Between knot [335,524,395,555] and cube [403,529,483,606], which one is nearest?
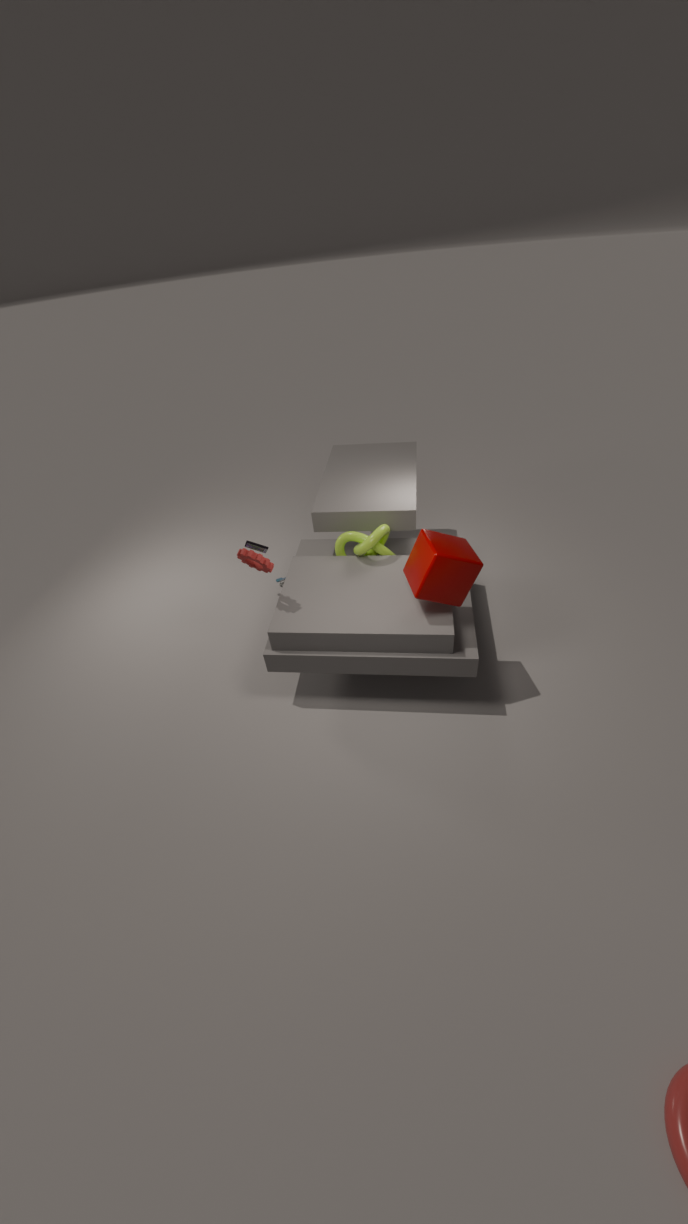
cube [403,529,483,606]
